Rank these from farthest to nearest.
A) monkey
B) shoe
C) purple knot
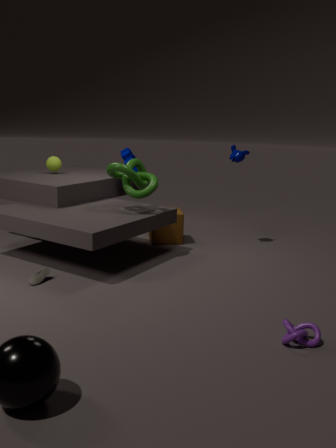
monkey
shoe
purple knot
